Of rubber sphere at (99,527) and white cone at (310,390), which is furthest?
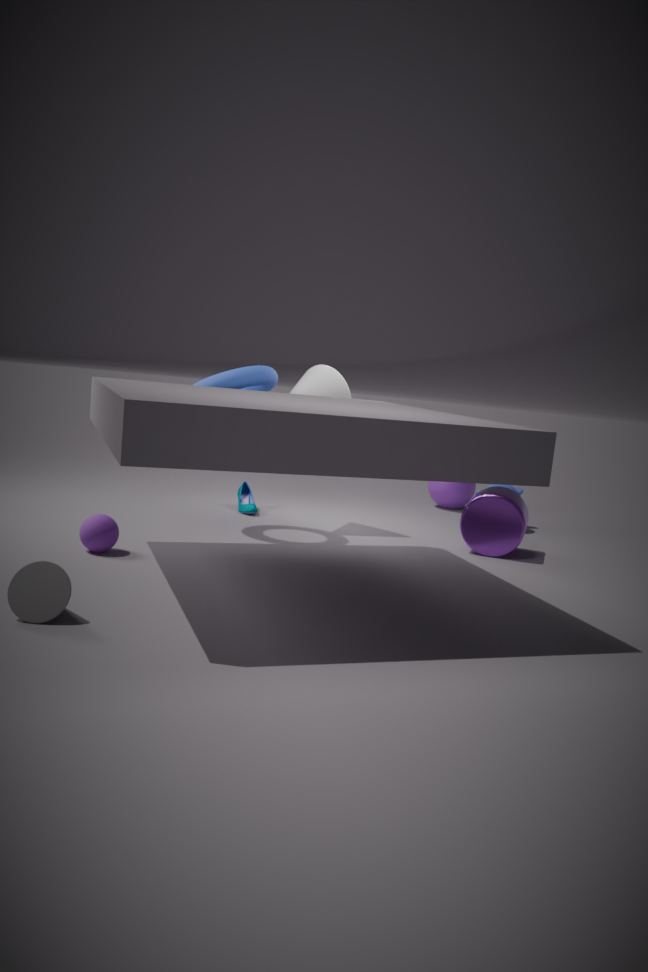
white cone at (310,390)
